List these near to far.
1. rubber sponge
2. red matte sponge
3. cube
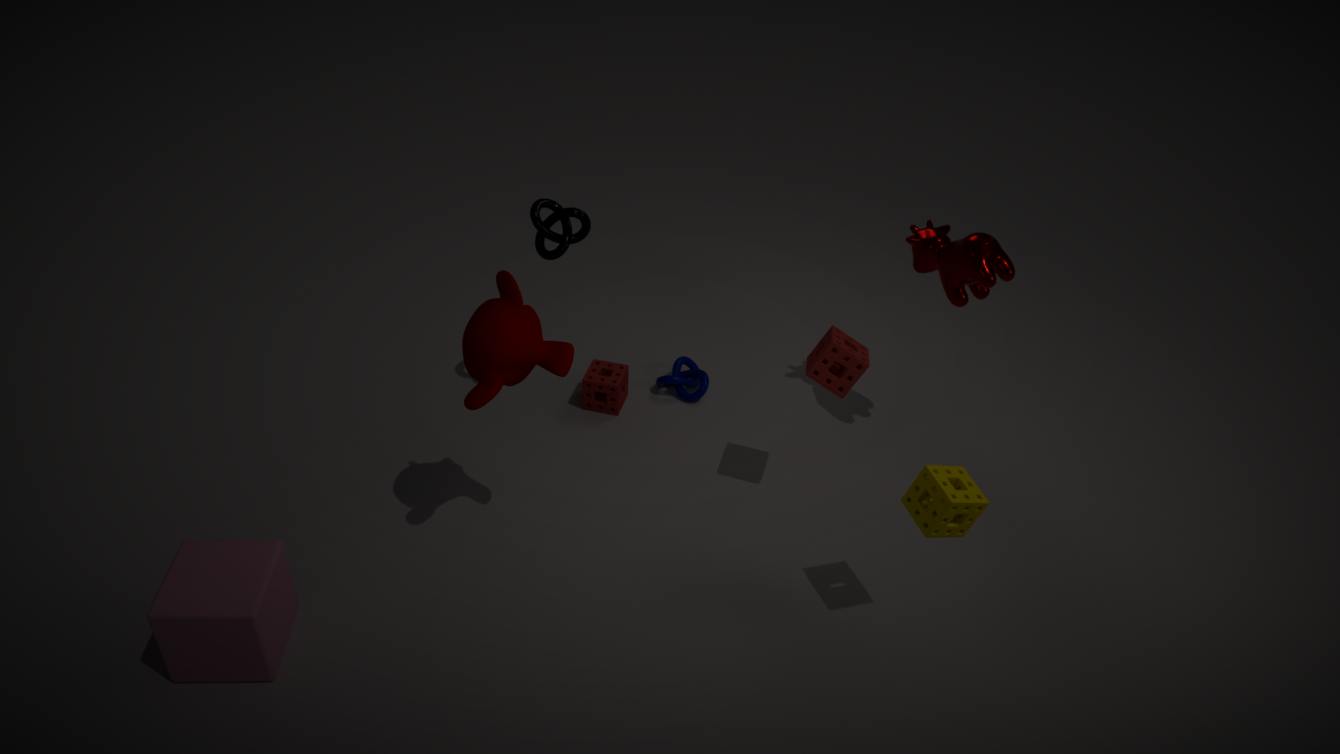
cube < rubber sponge < red matte sponge
